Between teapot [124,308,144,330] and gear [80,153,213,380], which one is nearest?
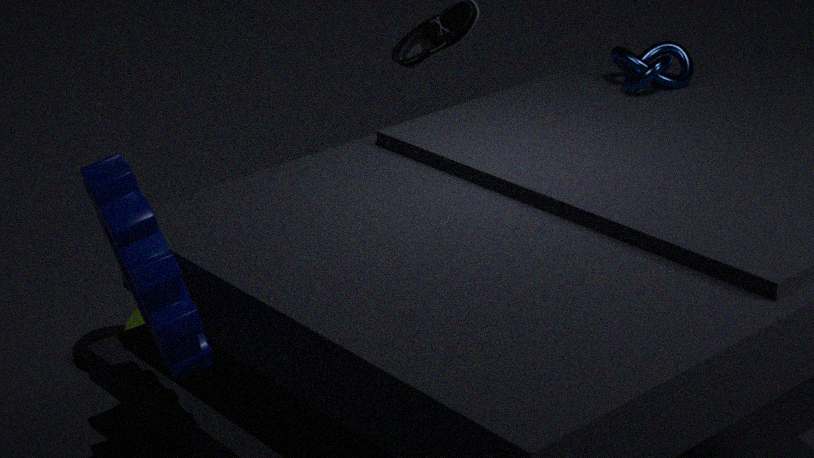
gear [80,153,213,380]
